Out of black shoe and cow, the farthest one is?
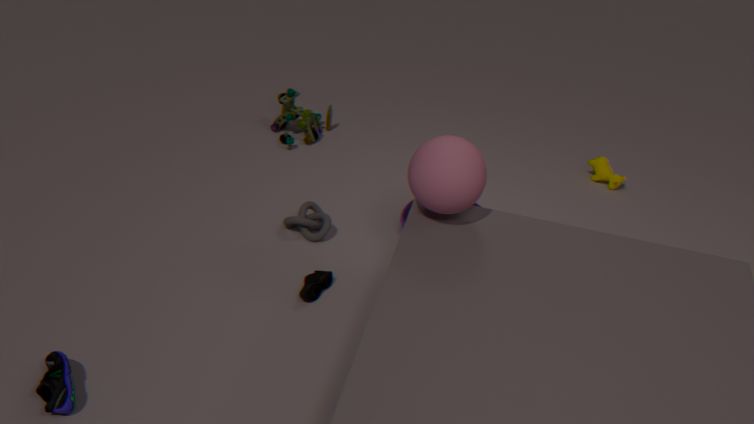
cow
